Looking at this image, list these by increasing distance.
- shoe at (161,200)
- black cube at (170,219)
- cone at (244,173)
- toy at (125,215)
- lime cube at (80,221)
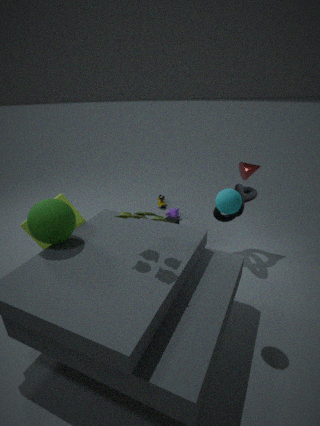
1. toy at (125,215)
2. lime cube at (80,221)
3. cone at (244,173)
4. black cube at (170,219)
5. shoe at (161,200)
